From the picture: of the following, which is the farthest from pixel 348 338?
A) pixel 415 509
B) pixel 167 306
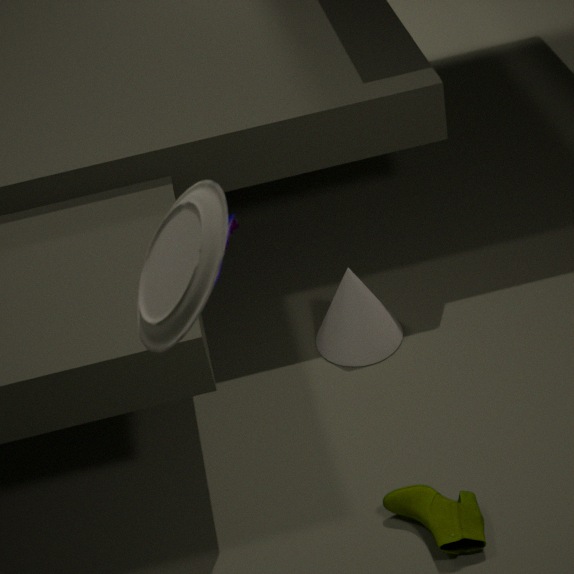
pixel 167 306
